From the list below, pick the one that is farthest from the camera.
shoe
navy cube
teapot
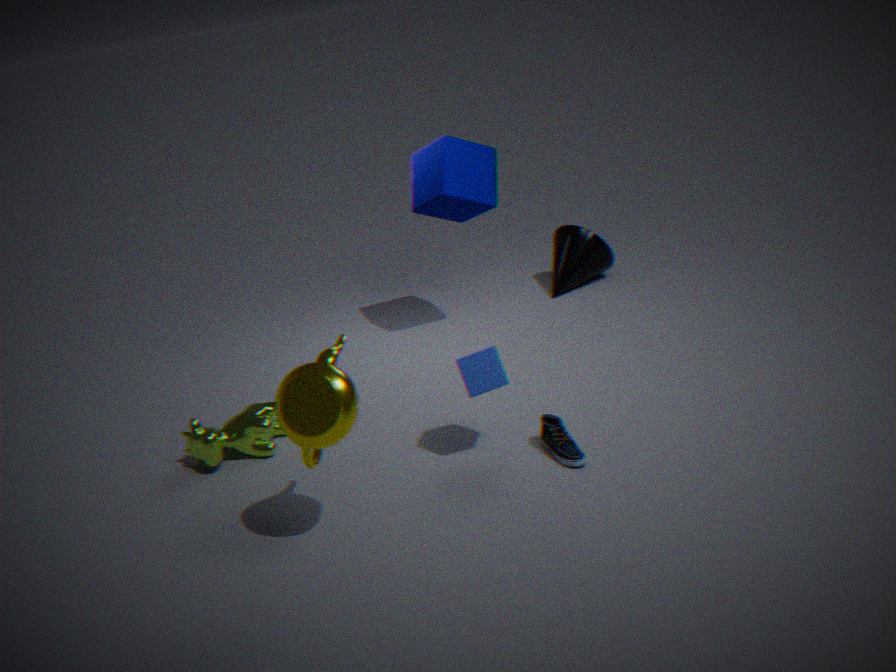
navy cube
